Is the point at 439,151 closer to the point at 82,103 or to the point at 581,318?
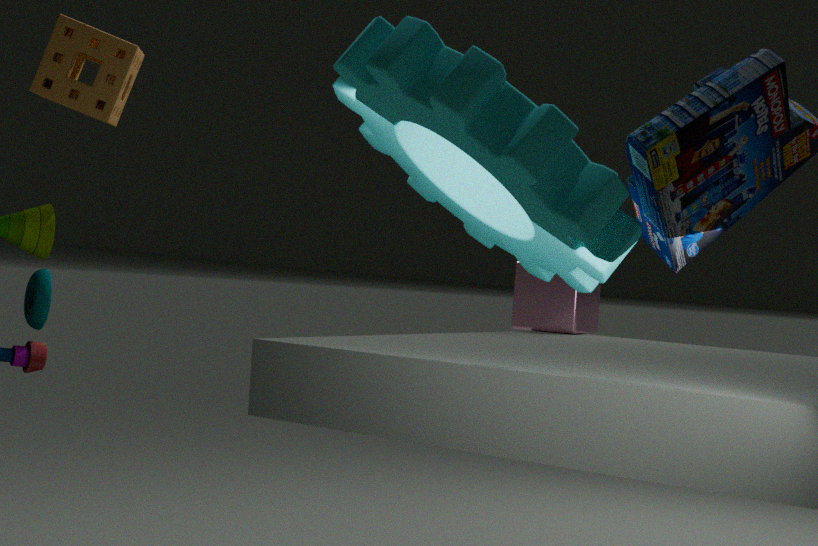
the point at 82,103
